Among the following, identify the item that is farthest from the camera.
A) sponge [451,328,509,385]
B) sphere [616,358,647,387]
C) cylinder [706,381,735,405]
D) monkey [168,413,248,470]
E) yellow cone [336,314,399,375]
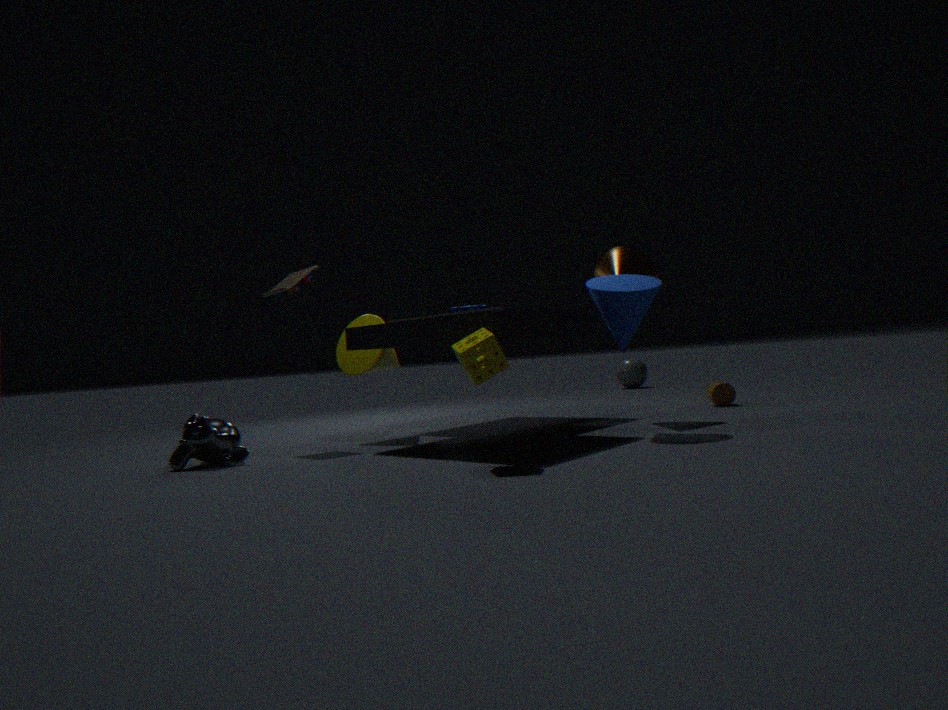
sphere [616,358,647,387]
